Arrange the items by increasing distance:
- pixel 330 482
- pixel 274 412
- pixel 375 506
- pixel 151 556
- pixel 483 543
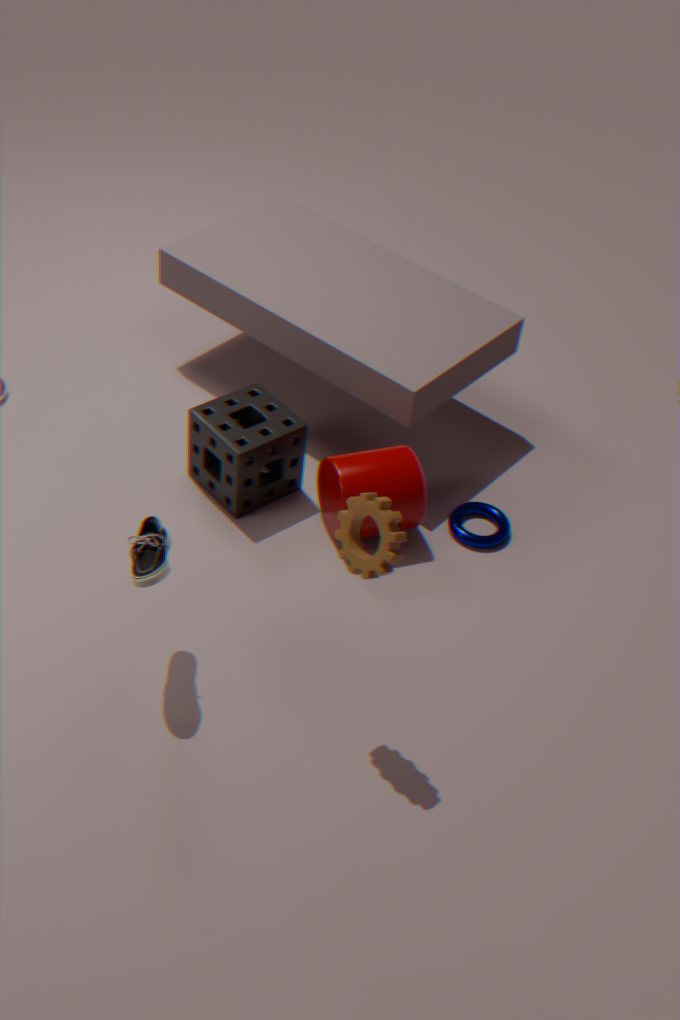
1. pixel 375 506
2. pixel 151 556
3. pixel 330 482
4. pixel 483 543
5. pixel 274 412
